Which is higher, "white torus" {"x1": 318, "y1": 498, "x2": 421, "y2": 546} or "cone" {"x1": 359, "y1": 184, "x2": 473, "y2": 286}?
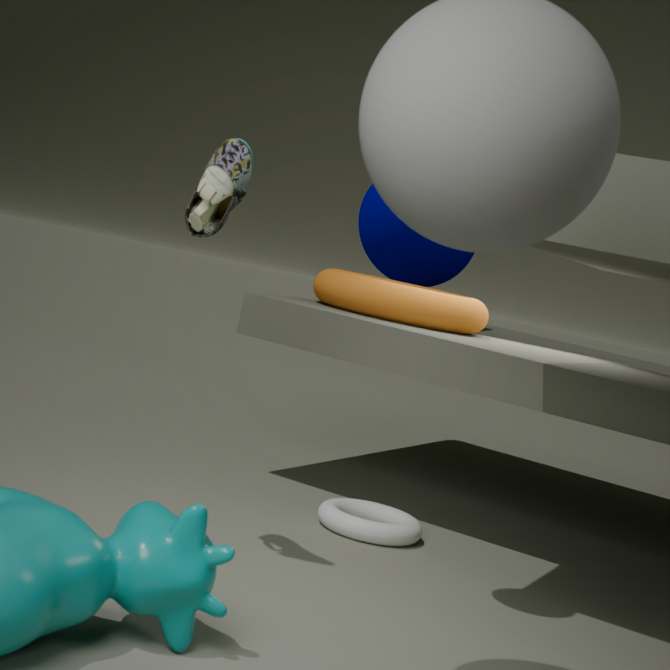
"cone" {"x1": 359, "y1": 184, "x2": 473, "y2": 286}
